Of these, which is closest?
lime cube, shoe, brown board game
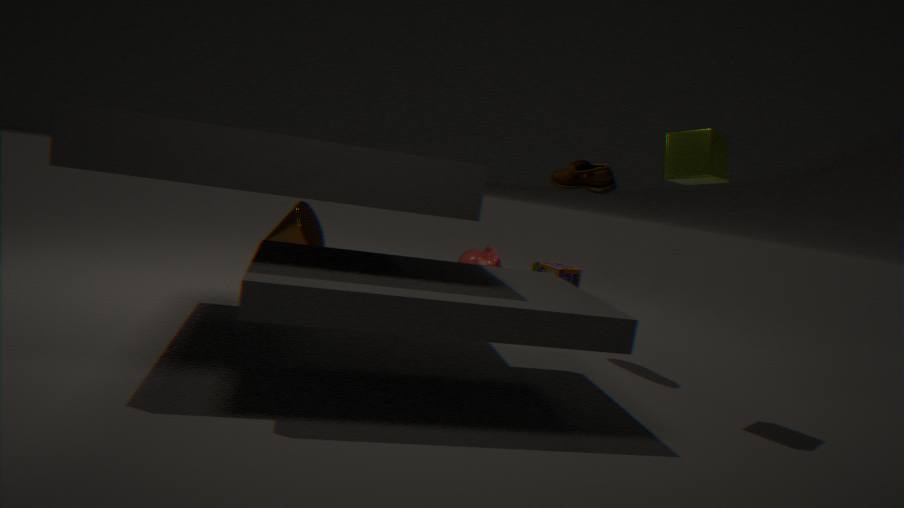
lime cube
